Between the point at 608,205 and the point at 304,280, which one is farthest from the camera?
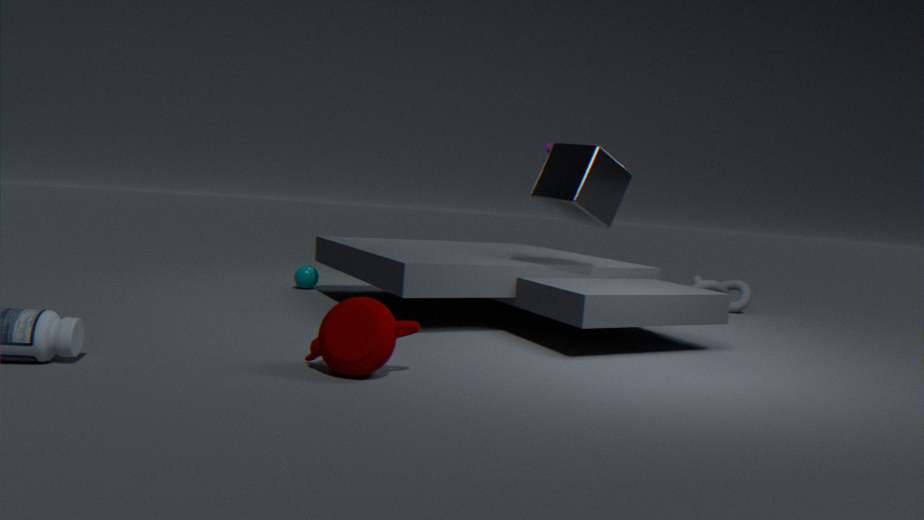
the point at 304,280
